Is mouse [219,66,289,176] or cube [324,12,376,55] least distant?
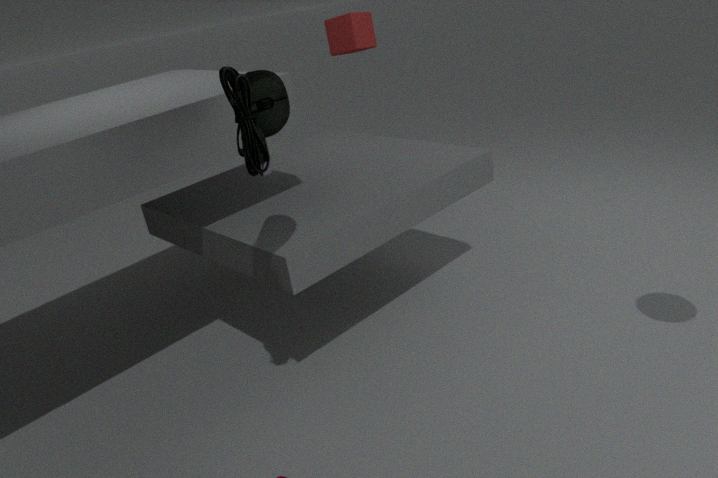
mouse [219,66,289,176]
